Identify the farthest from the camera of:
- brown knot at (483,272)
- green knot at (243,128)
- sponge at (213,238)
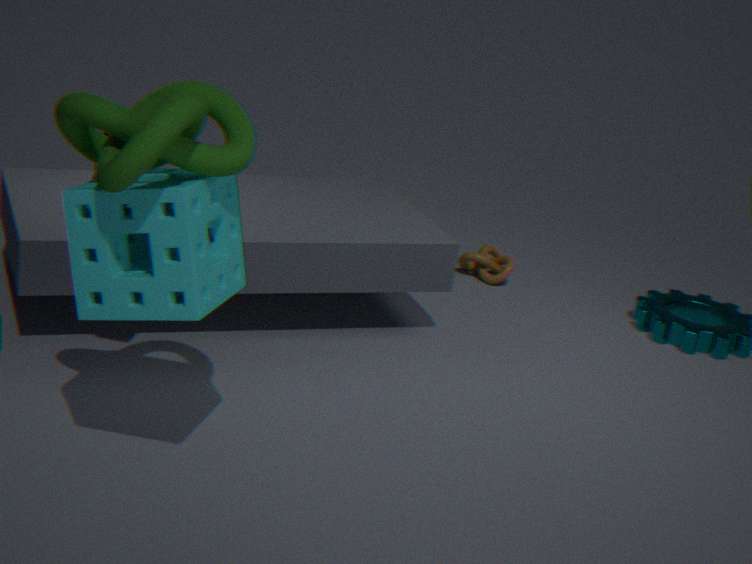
brown knot at (483,272)
